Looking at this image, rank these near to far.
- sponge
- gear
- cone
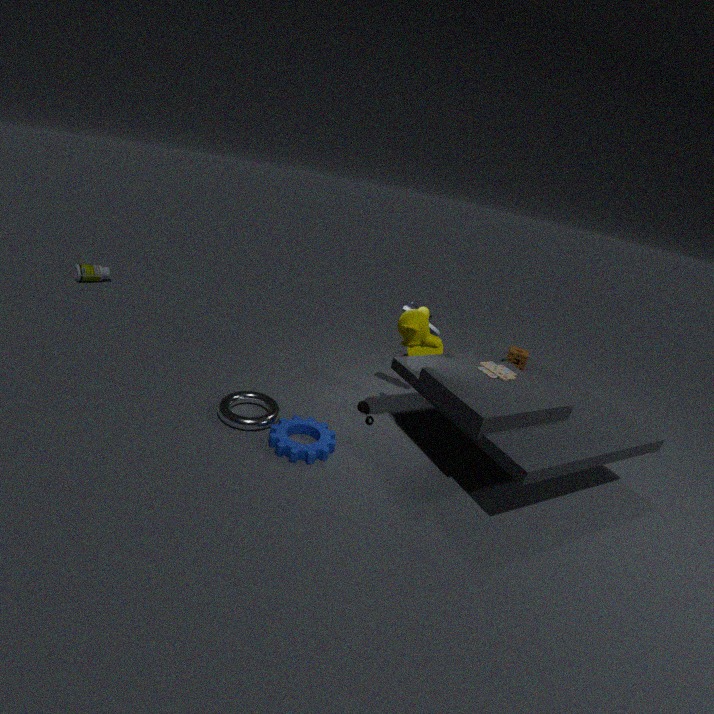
gear, sponge, cone
